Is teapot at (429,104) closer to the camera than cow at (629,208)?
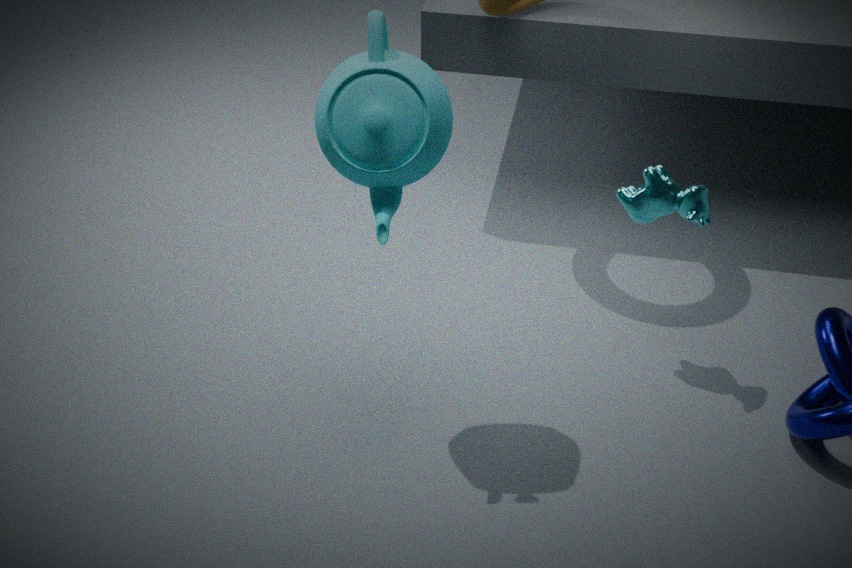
Yes
